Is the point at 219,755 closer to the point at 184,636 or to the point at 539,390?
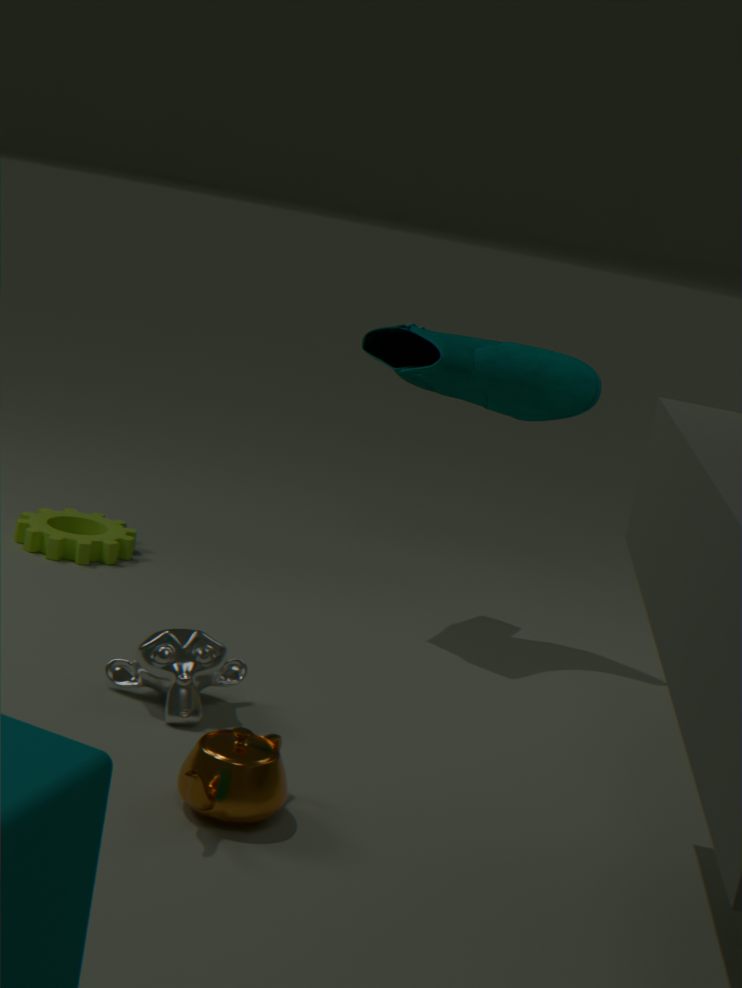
the point at 184,636
